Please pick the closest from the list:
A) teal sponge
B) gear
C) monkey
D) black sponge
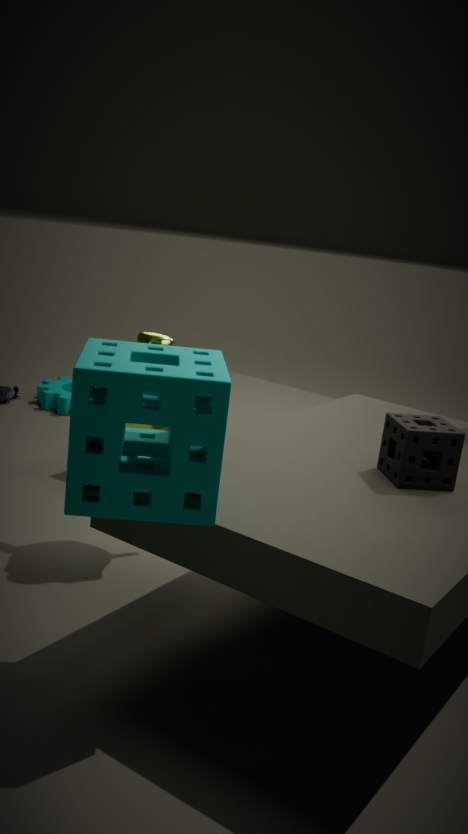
teal sponge
